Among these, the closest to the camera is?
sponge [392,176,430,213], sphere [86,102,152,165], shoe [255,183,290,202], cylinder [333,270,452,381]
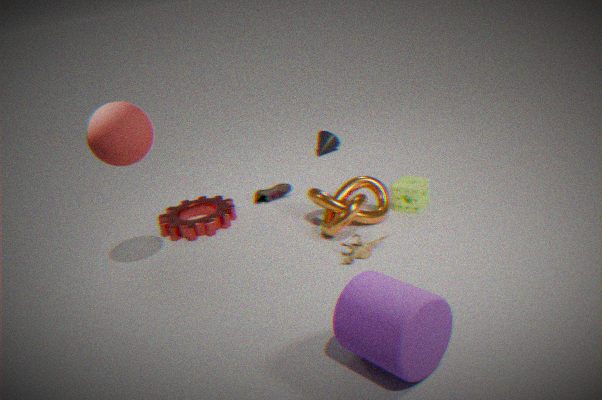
cylinder [333,270,452,381]
